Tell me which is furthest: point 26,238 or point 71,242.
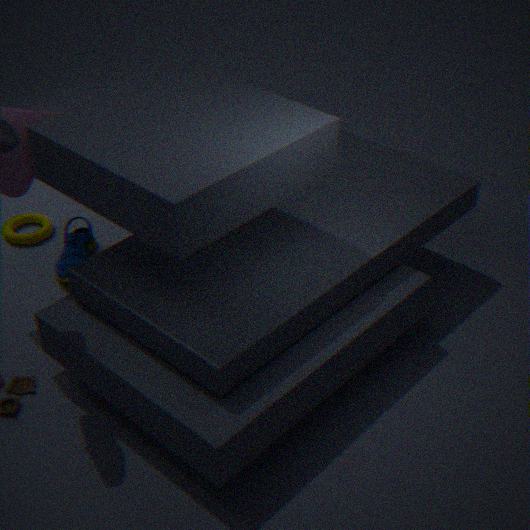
point 26,238
